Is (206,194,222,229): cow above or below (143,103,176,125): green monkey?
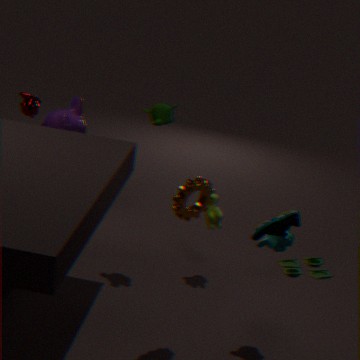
below
